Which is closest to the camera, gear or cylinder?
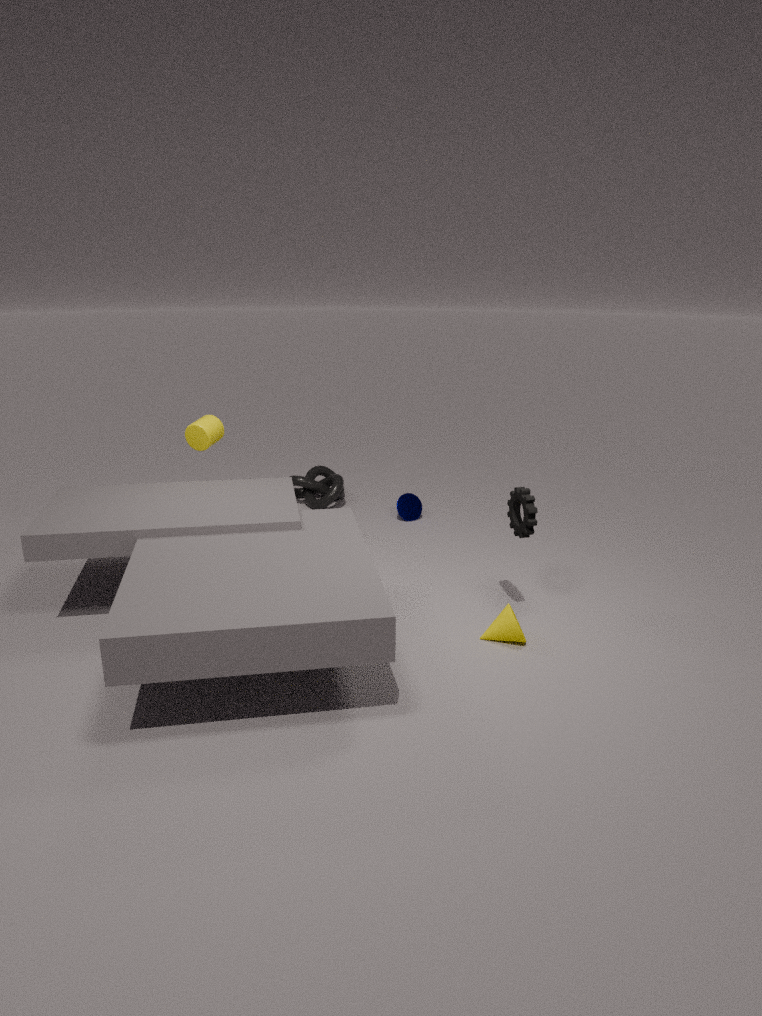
gear
